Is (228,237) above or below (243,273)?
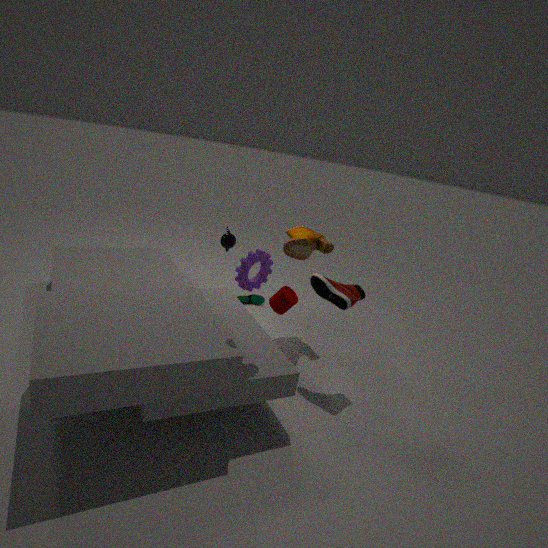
below
